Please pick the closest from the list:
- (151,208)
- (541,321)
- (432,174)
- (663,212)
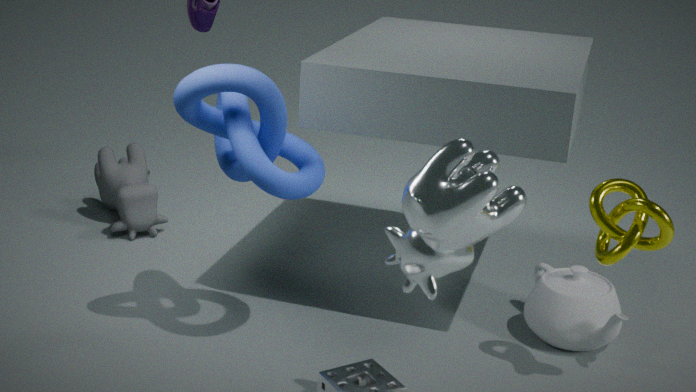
(432,174)
